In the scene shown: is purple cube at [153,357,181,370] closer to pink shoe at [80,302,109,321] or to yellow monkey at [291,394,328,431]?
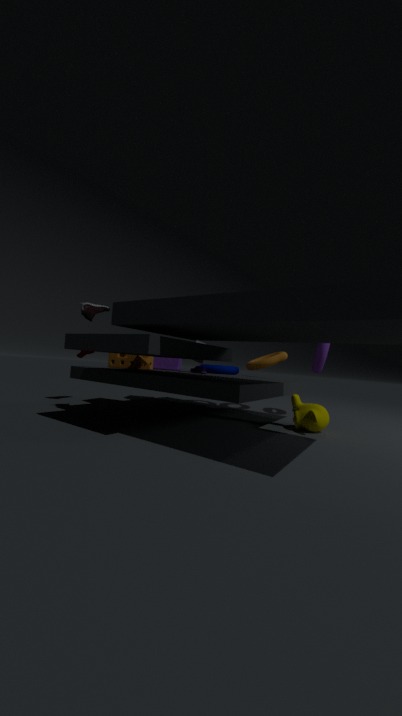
pink shoe at [80,302,109,321]
